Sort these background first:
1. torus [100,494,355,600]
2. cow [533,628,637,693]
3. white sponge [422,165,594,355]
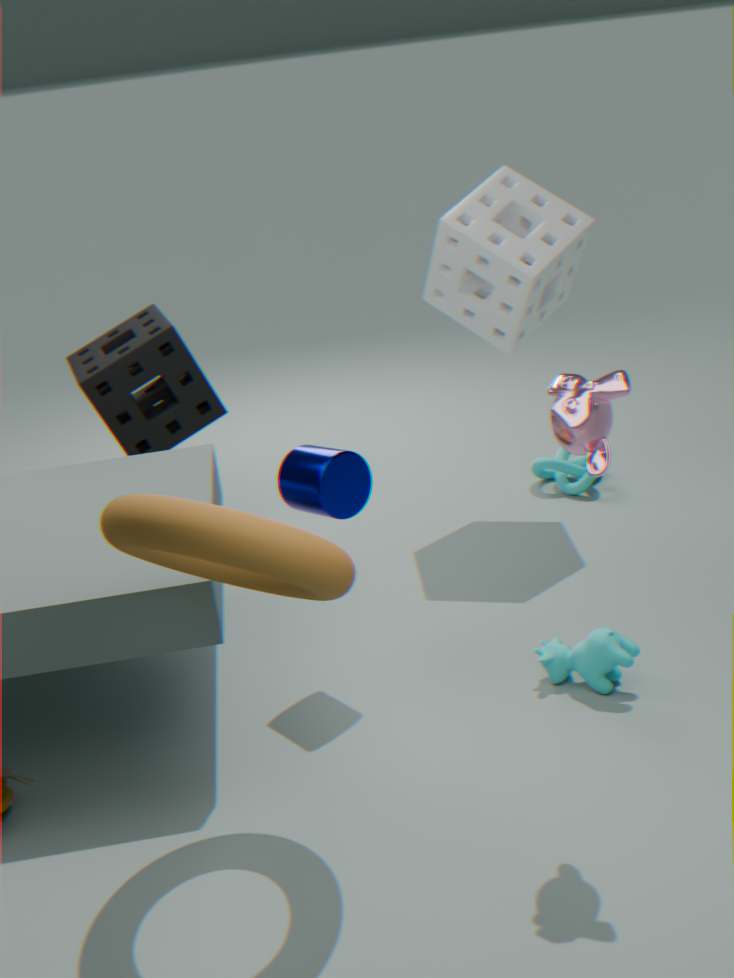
white sponge [422,165,594,355]
cow [533,628,637,693]
torus [100,494,355,600]
